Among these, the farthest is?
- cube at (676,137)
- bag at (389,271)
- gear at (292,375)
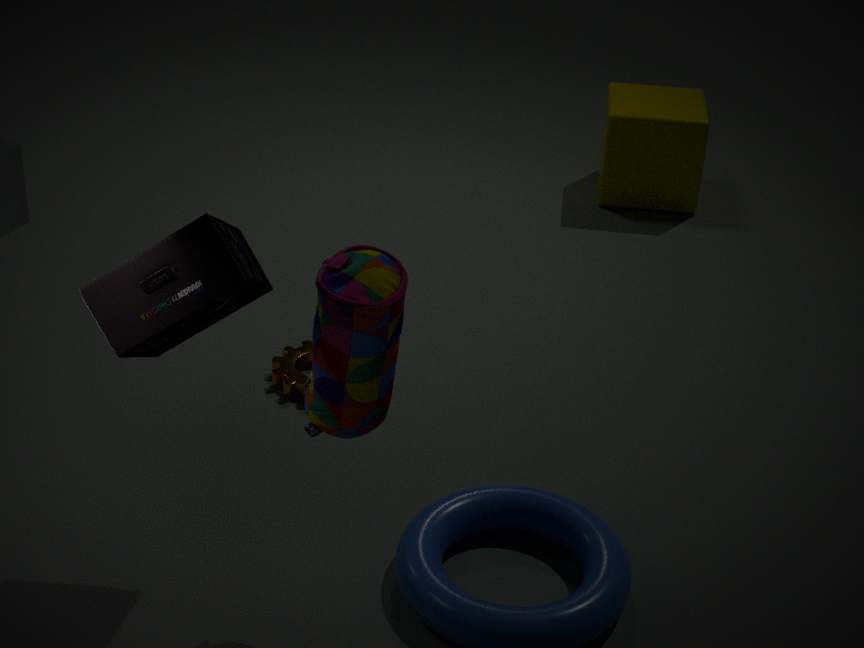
cube at (676,137)
